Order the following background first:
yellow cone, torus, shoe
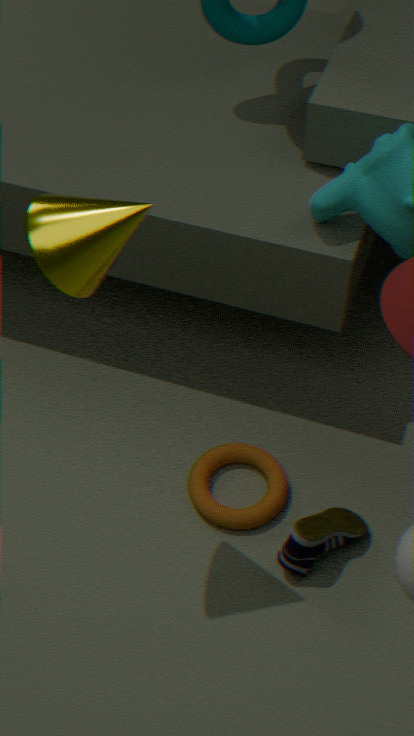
1. torus
2. shoe
3. yellow cone
